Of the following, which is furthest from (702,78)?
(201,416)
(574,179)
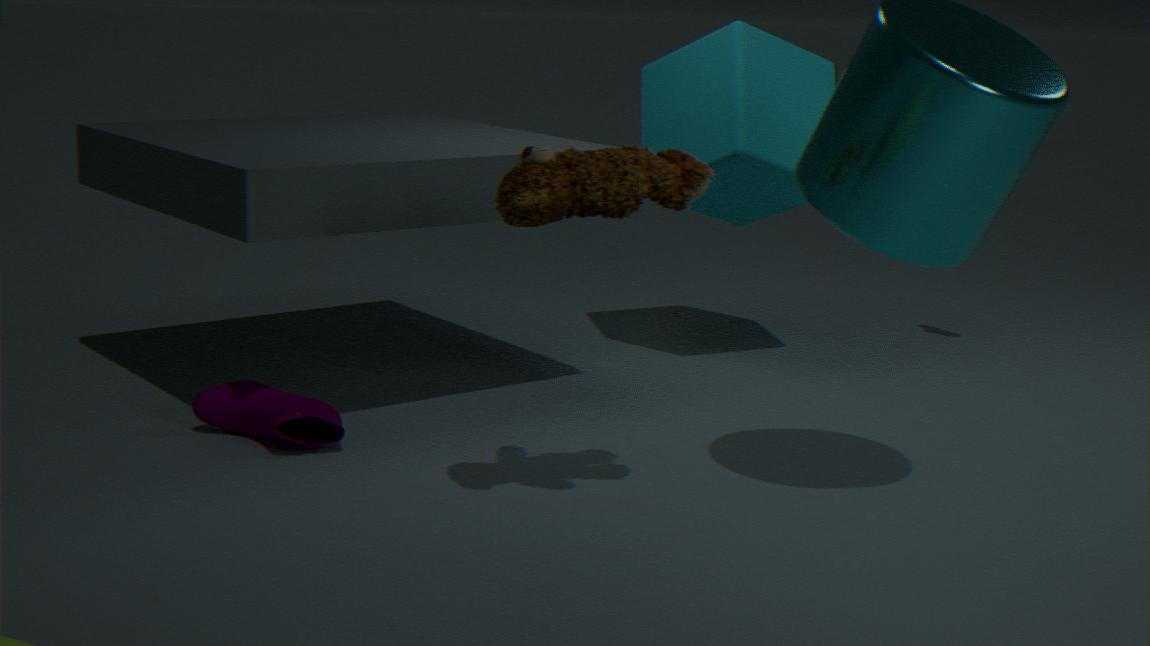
(201,416)
